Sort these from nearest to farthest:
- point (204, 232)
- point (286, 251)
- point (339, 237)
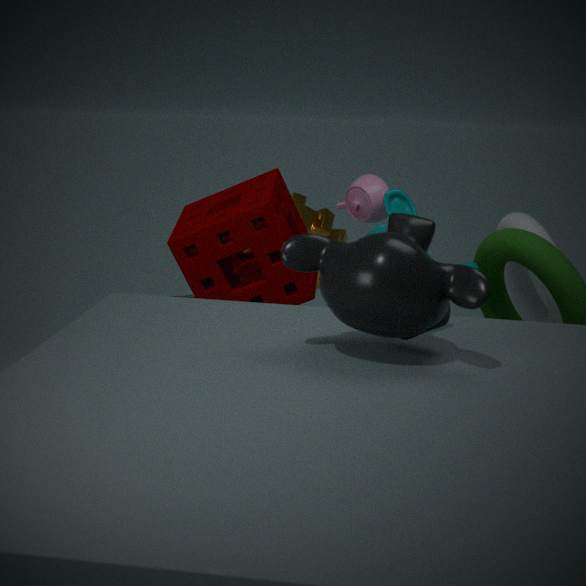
1. point (286, 251)
2. point (204, 232)
3. point (339, 237)
